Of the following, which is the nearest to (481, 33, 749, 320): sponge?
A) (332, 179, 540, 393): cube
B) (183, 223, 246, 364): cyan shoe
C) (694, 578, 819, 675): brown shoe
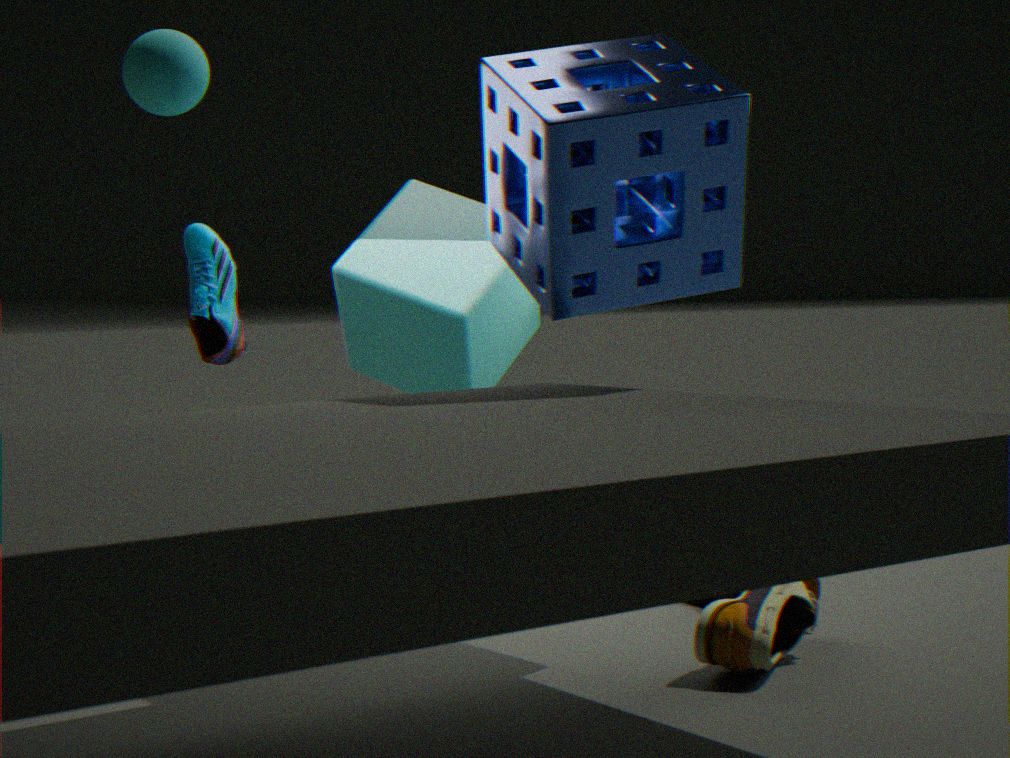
(694, 578, 819, 675): brown shoe
